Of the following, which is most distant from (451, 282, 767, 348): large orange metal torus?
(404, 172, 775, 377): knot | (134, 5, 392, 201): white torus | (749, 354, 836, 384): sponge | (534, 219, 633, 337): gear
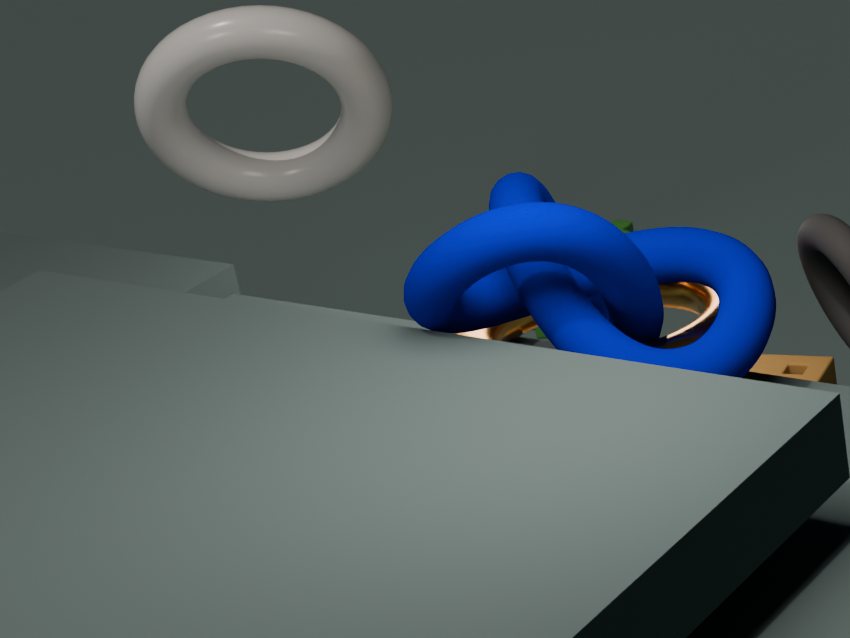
(534, 219, 633, 337): gear
